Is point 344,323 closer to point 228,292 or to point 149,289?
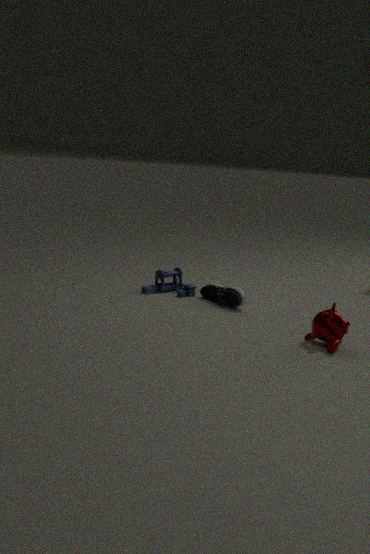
point 228,292
